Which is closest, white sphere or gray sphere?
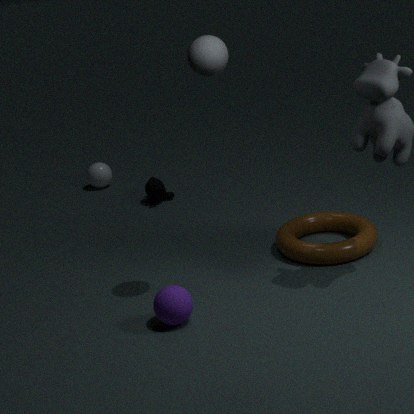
gray sphere
